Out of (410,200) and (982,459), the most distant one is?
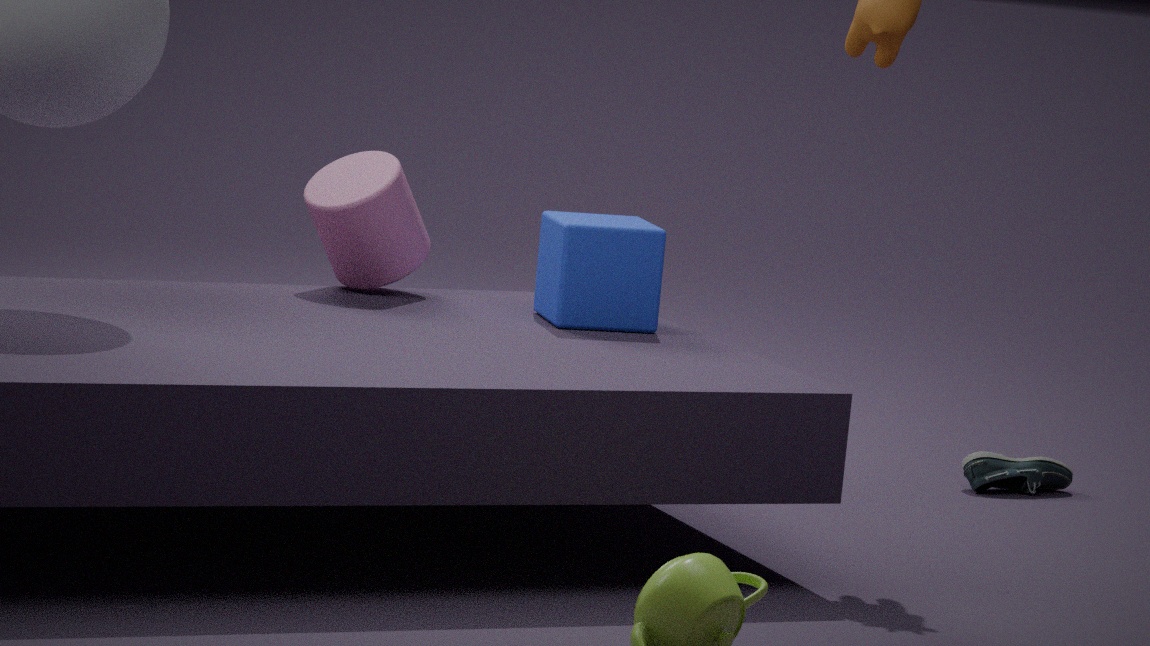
(982,459)
